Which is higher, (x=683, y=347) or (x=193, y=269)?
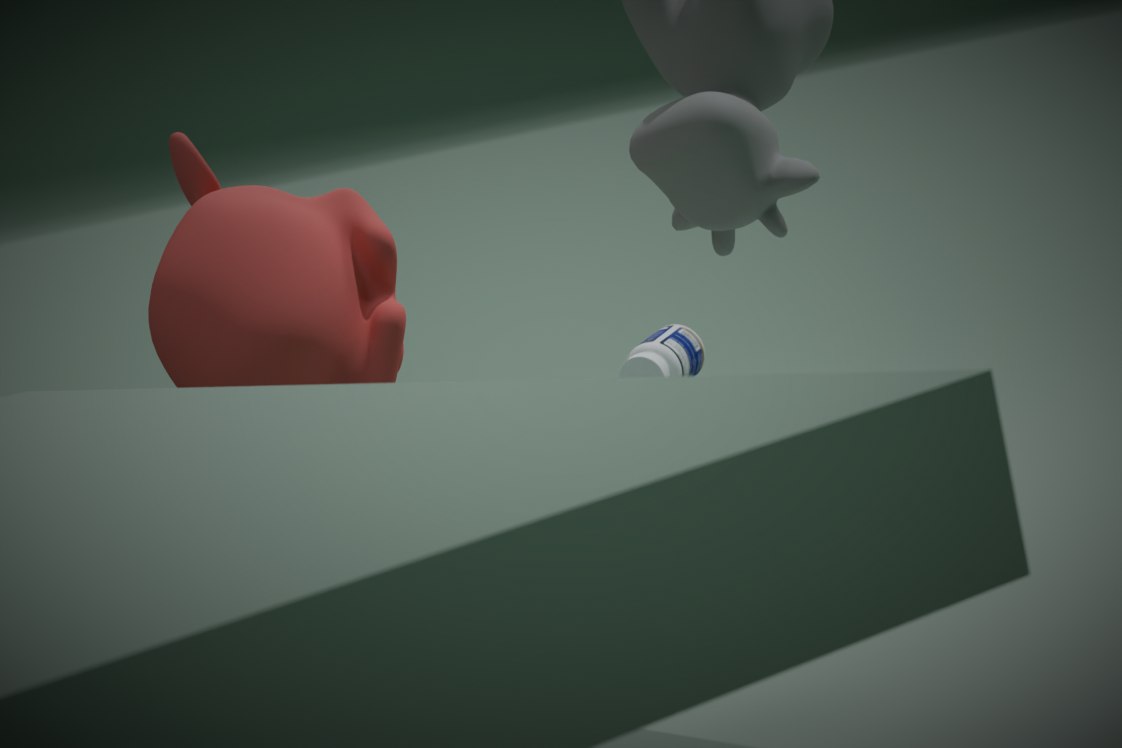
(x=193, y=269)
